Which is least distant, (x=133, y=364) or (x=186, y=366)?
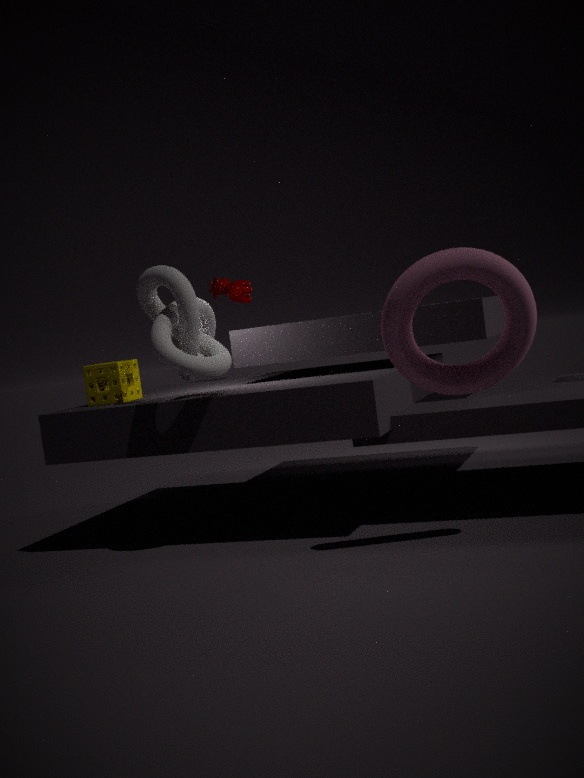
(x=186, y=366)
